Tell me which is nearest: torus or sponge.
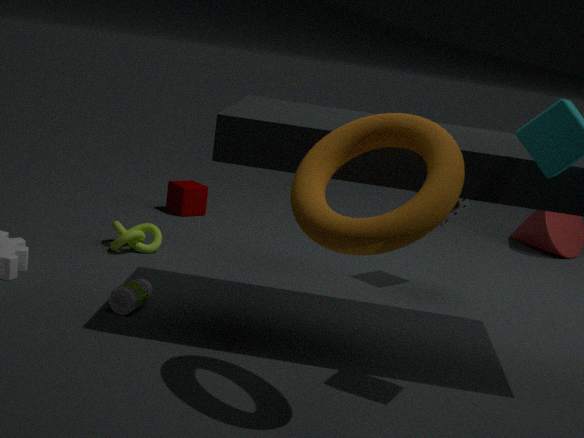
torus
